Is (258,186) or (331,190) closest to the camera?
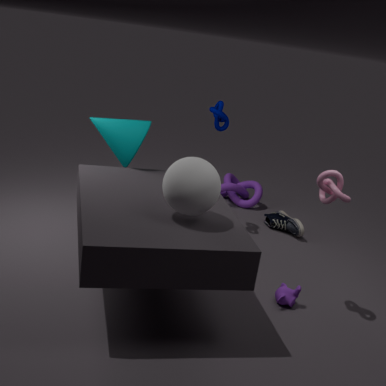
(331,190)
